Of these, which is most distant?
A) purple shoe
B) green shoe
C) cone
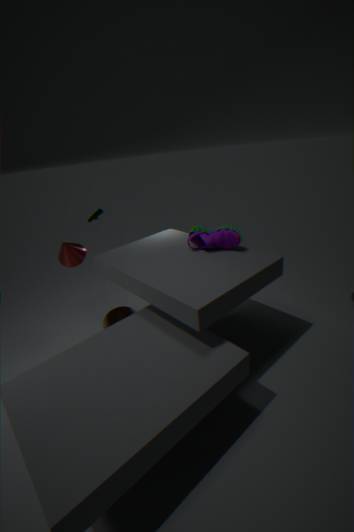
green shoe
